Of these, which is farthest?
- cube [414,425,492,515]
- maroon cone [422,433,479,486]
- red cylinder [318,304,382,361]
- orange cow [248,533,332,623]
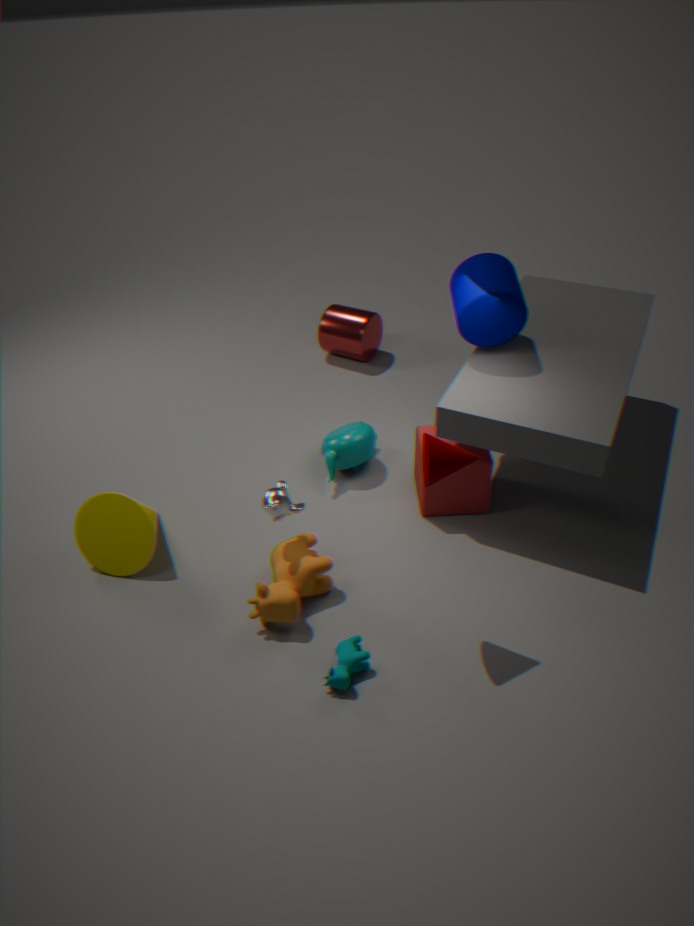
red cylinder [318,304,382,361]
